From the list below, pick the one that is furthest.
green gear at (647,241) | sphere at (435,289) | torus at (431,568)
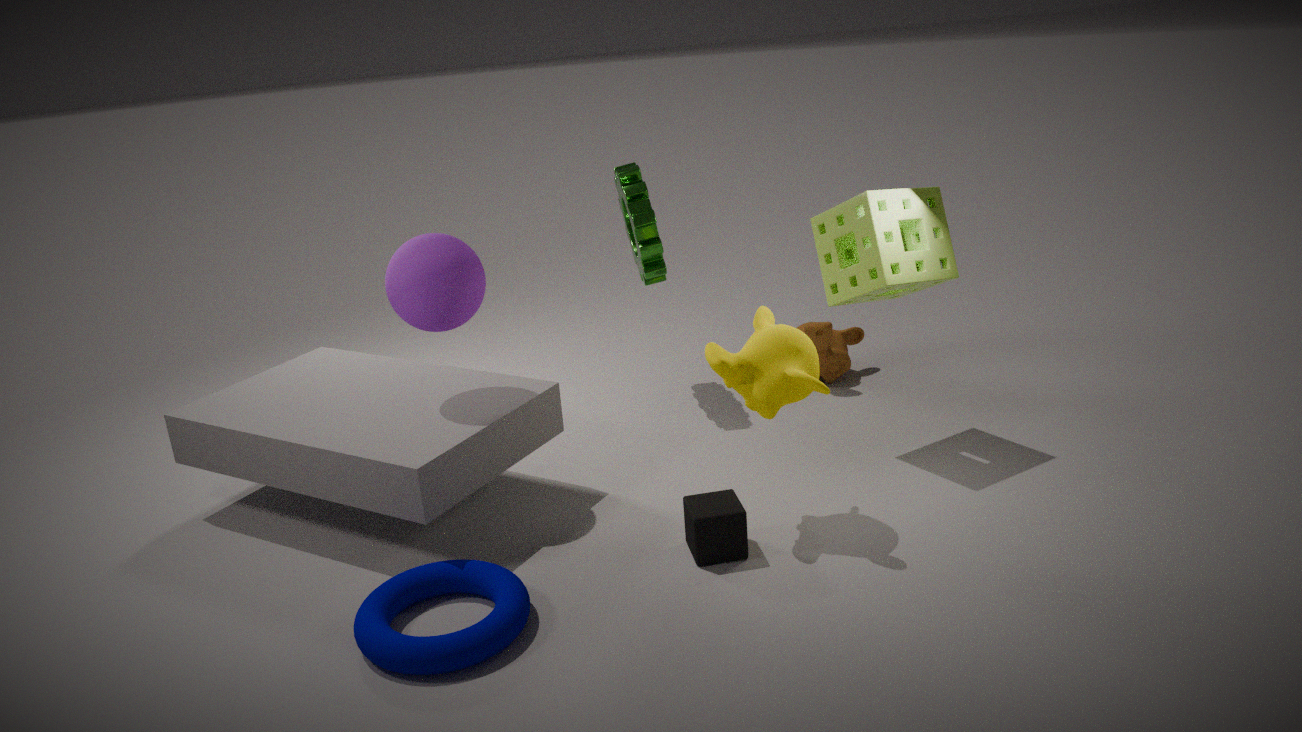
green gear at (647,241)
